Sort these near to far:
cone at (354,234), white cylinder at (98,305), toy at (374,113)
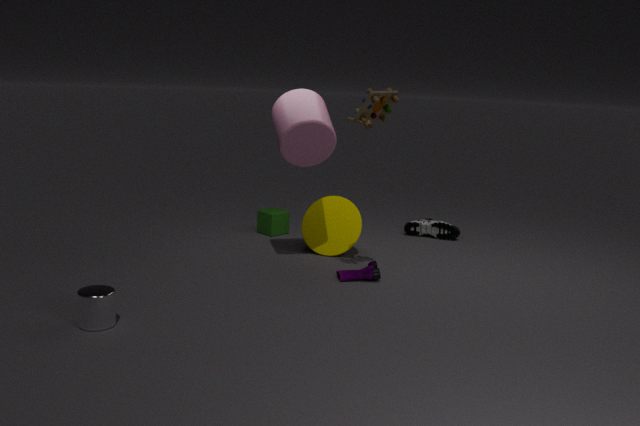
white cylinder at (98,305) → toy at (374,113) → cone at (354,234)
